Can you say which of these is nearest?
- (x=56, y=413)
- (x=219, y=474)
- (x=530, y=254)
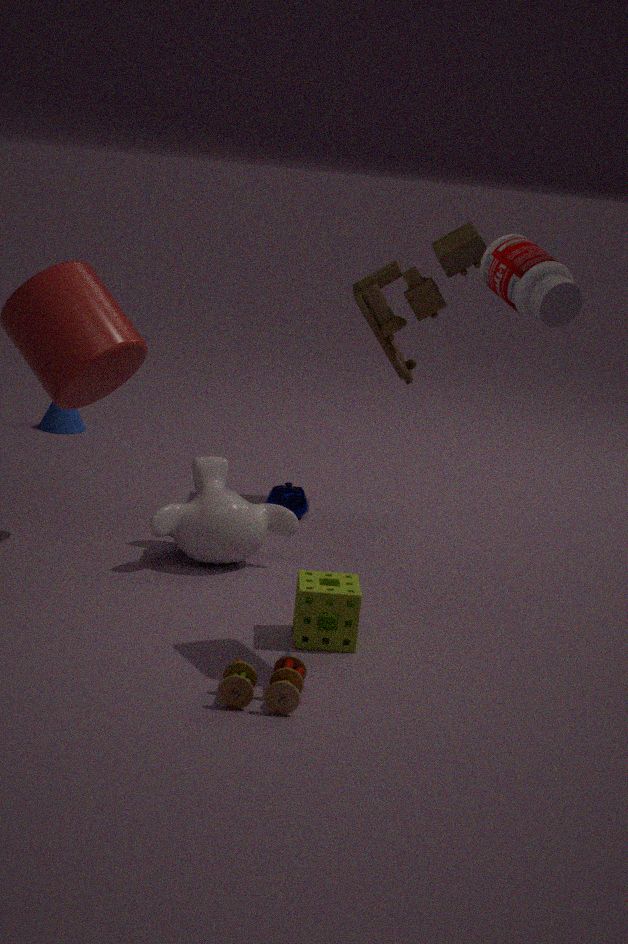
(x=530, y=254)
